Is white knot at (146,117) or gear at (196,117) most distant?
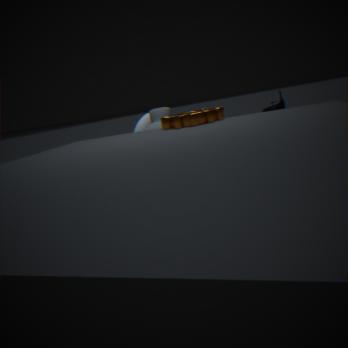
white knot at (146,117)
